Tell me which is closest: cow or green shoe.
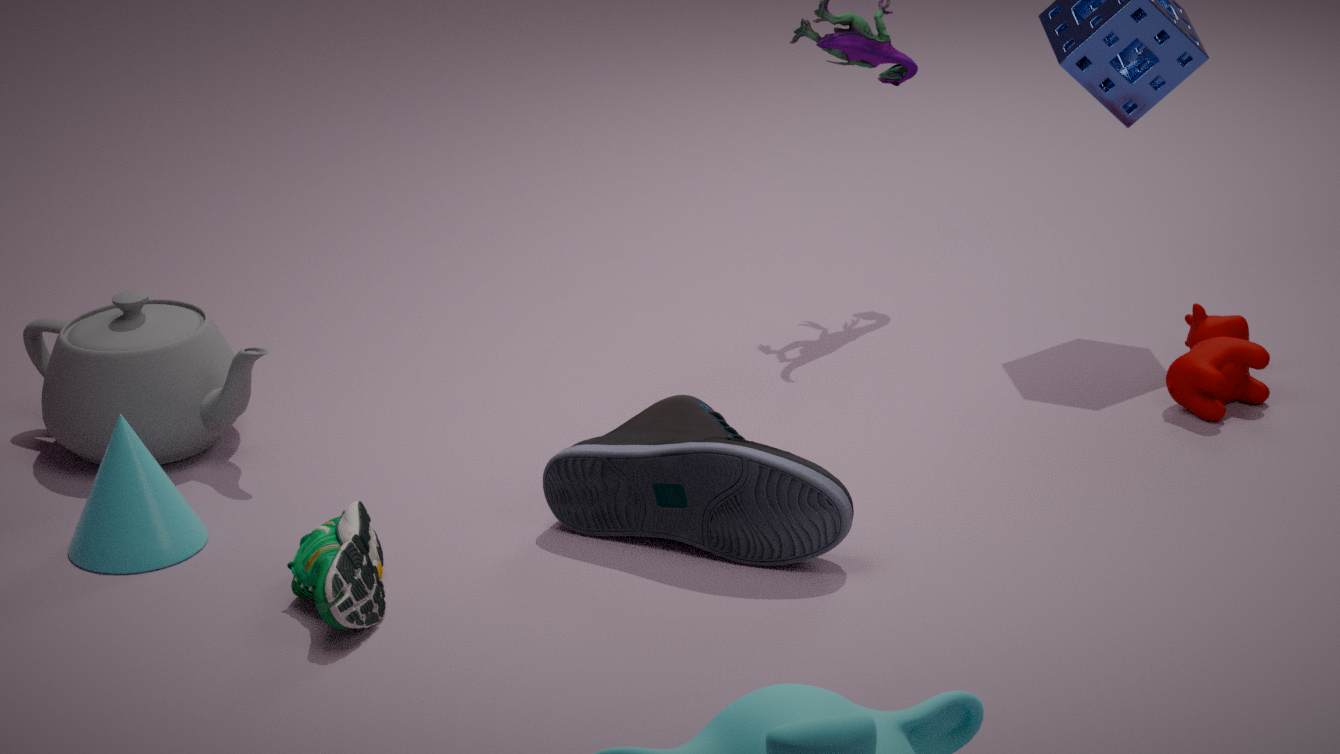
green shoe
